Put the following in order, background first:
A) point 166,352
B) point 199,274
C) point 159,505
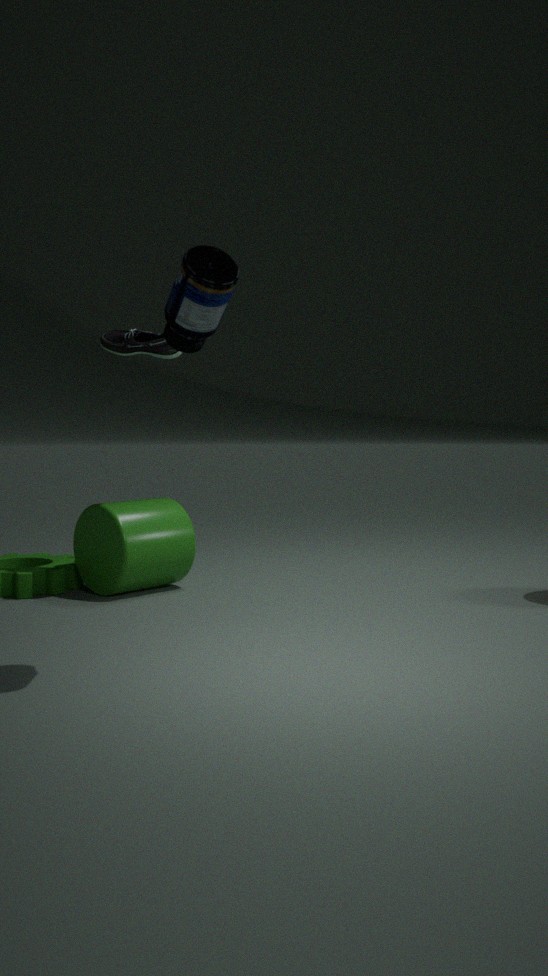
1. point 159,505
2. point 166,352
3. point 199,274
